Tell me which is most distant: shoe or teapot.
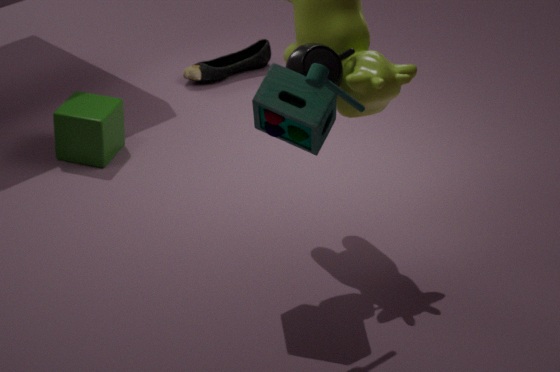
shoe
